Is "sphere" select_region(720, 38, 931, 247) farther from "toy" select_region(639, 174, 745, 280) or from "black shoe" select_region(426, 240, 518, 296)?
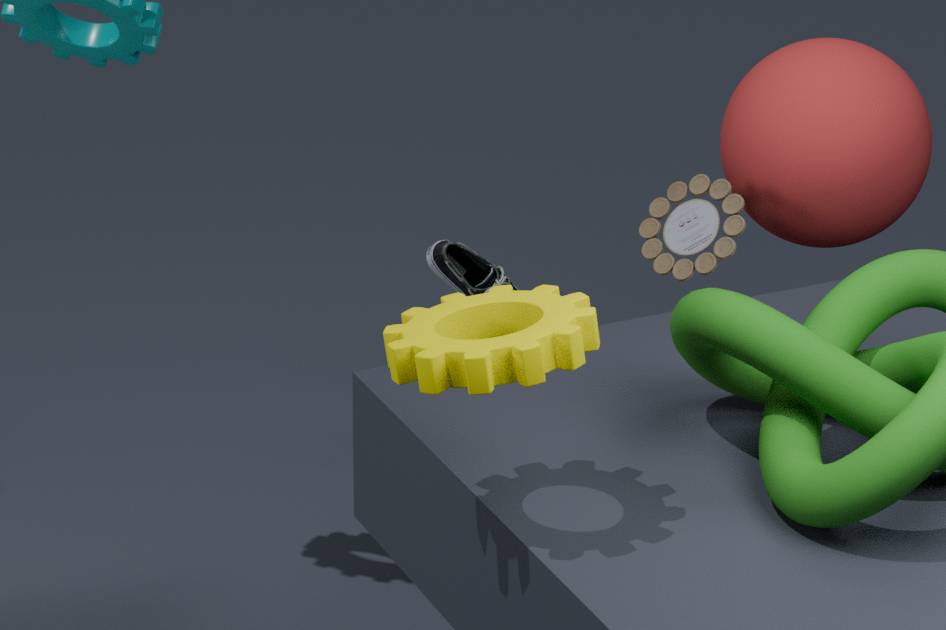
"black shoe" select_region(426, 240, 518, 296)
